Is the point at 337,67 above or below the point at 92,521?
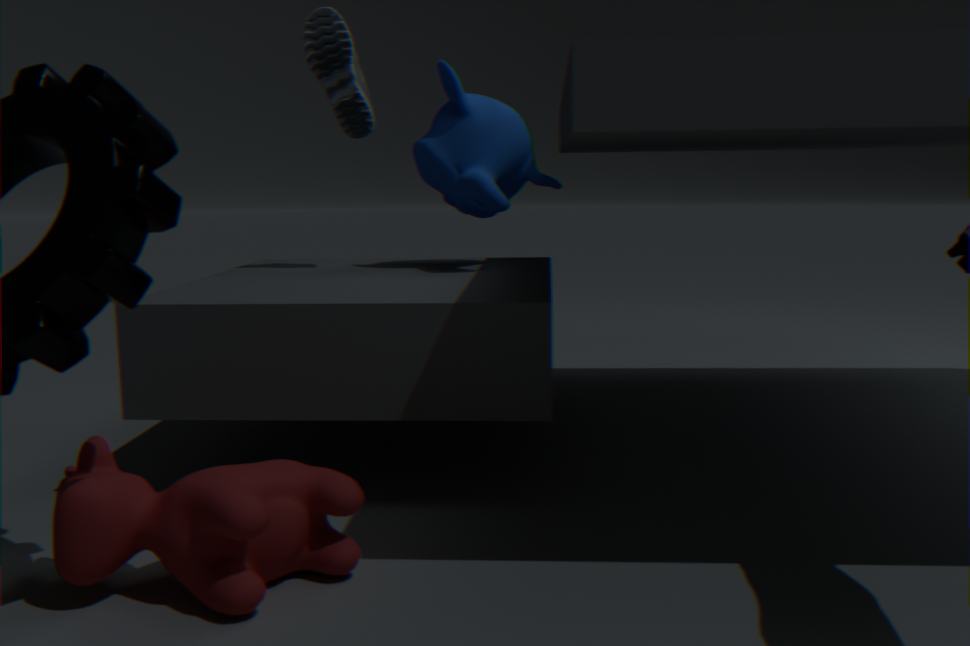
above
